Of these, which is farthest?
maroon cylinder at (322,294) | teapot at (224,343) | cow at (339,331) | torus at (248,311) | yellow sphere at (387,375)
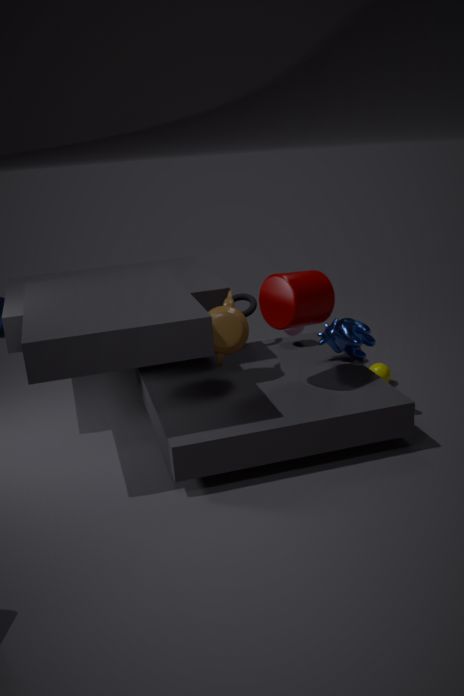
torus at (248,311)
